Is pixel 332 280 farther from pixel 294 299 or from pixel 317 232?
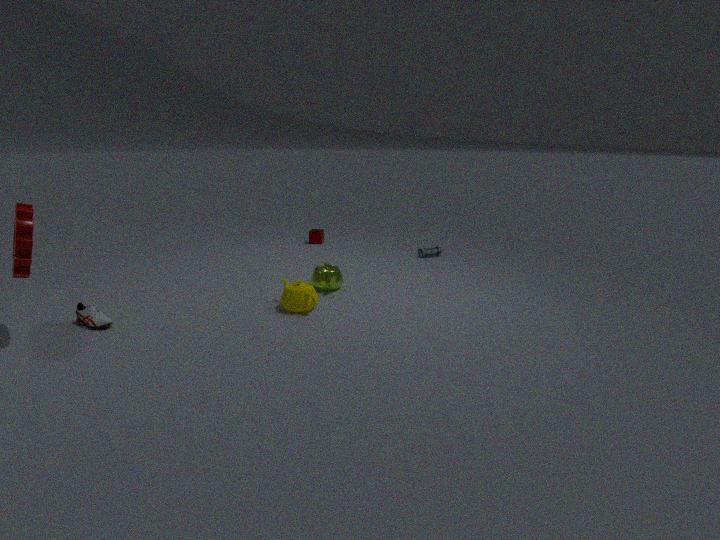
pixel 317 232
